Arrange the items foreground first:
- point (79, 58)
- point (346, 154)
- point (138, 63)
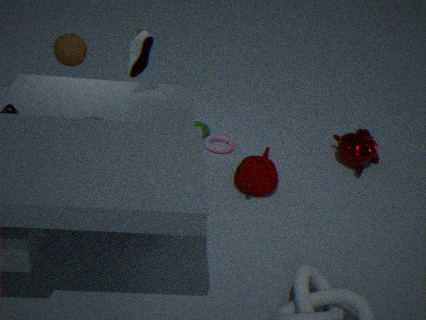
point (79, 58) → point (138, 63) → point (346, 154)
